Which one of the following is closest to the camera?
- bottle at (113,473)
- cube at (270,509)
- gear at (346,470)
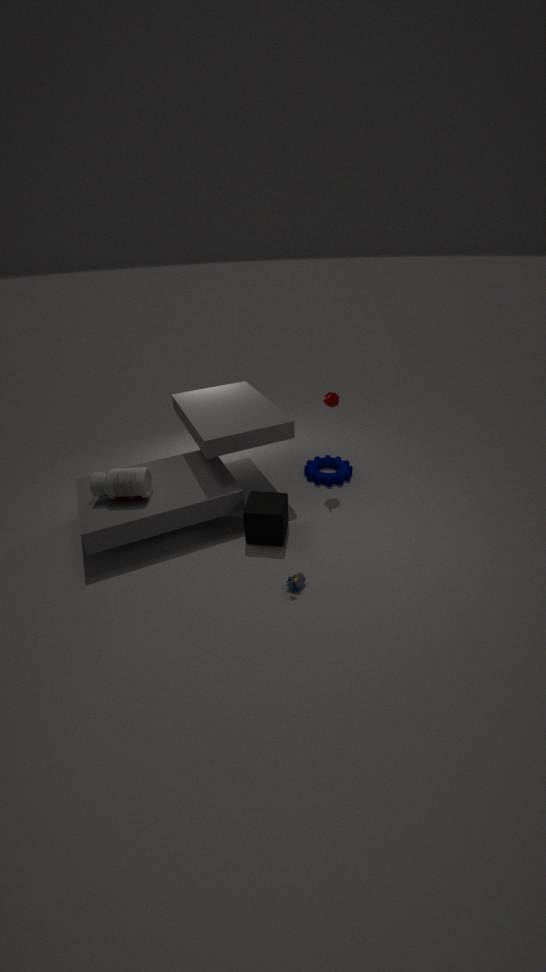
cube at (270,509)
